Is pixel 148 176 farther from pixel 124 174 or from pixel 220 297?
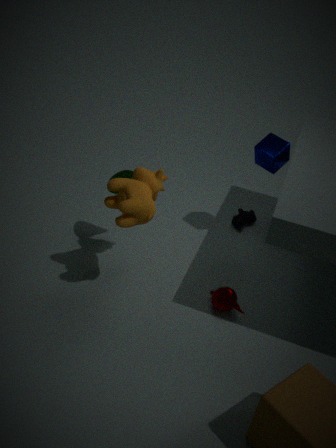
pixel 220 297
